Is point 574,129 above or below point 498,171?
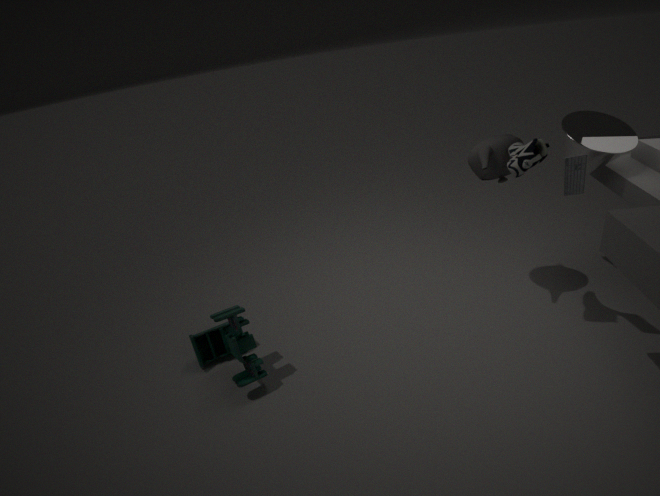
below
